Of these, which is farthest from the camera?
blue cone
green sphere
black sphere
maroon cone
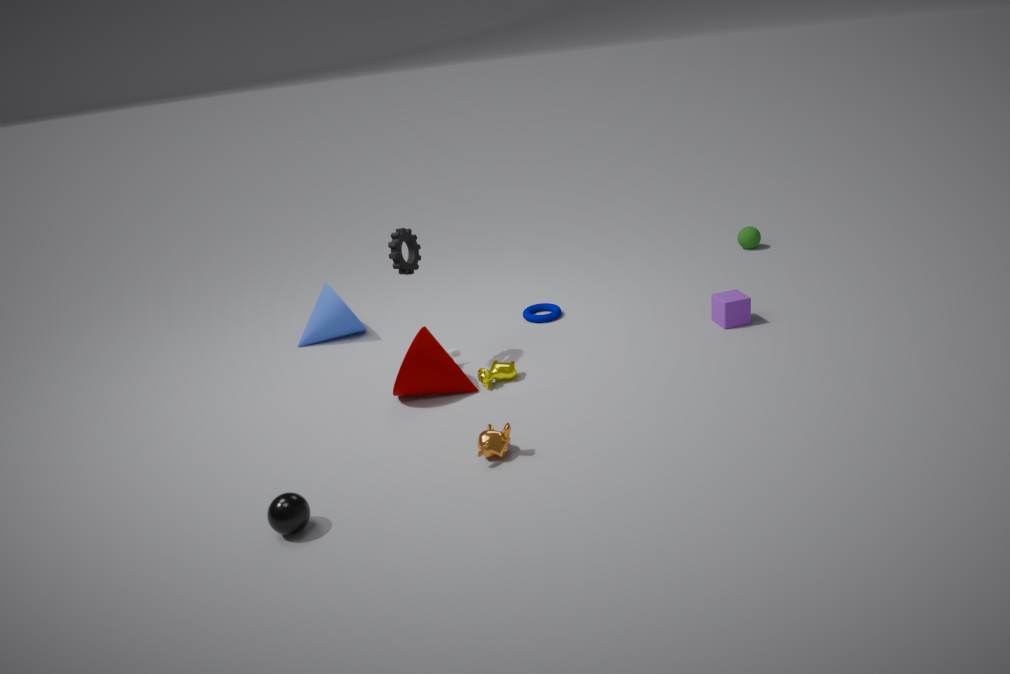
green sphere
